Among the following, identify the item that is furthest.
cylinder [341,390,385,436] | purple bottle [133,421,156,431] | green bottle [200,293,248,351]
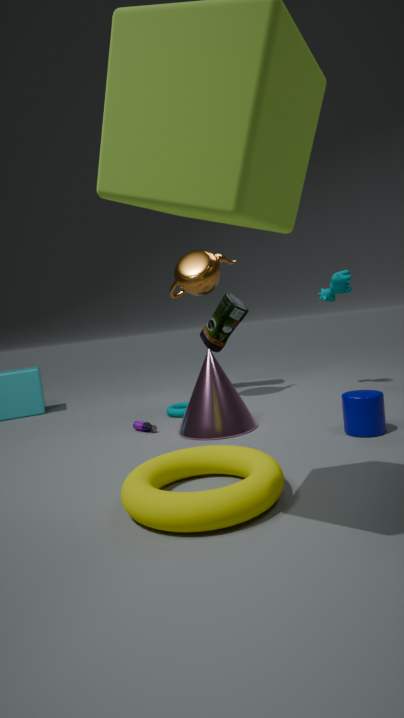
green bottle [200,293,248,351]
